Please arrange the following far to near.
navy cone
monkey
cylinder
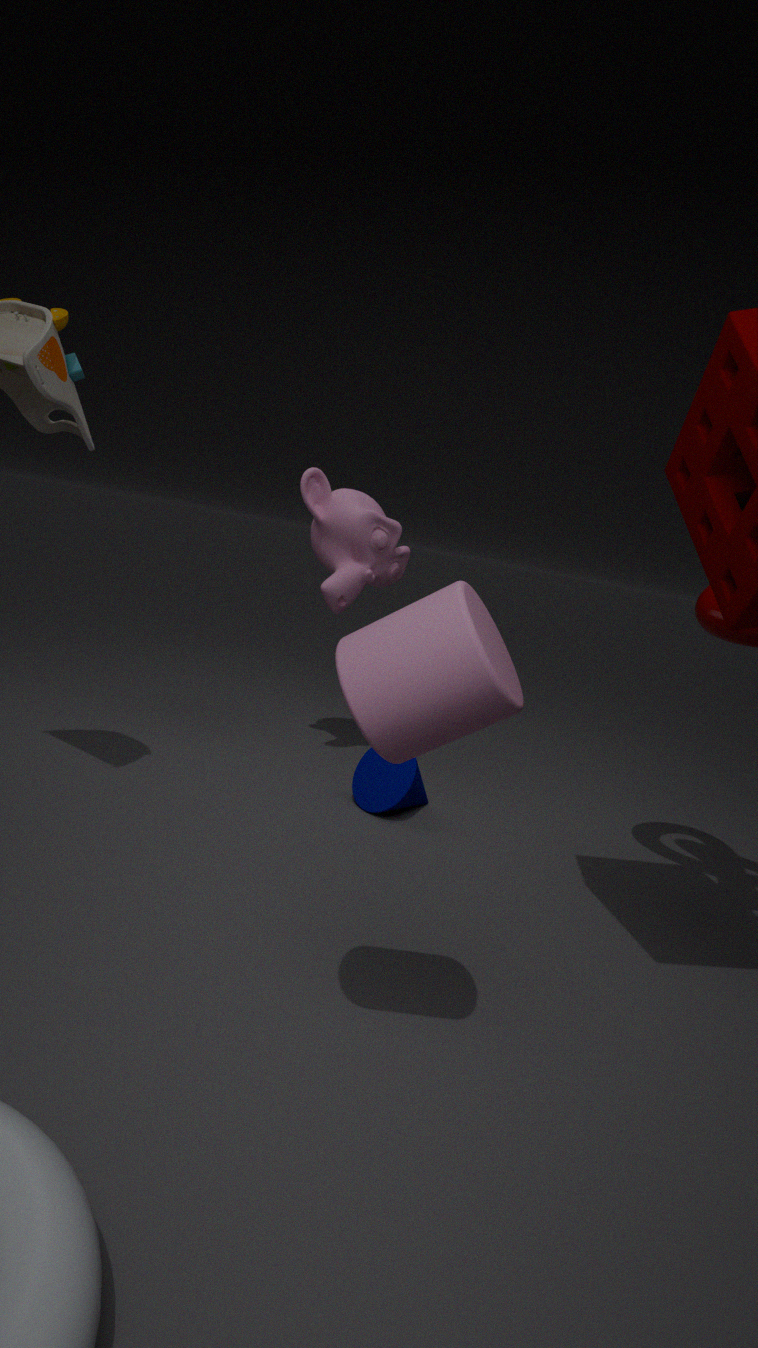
monkey
navy cone
cylinder
